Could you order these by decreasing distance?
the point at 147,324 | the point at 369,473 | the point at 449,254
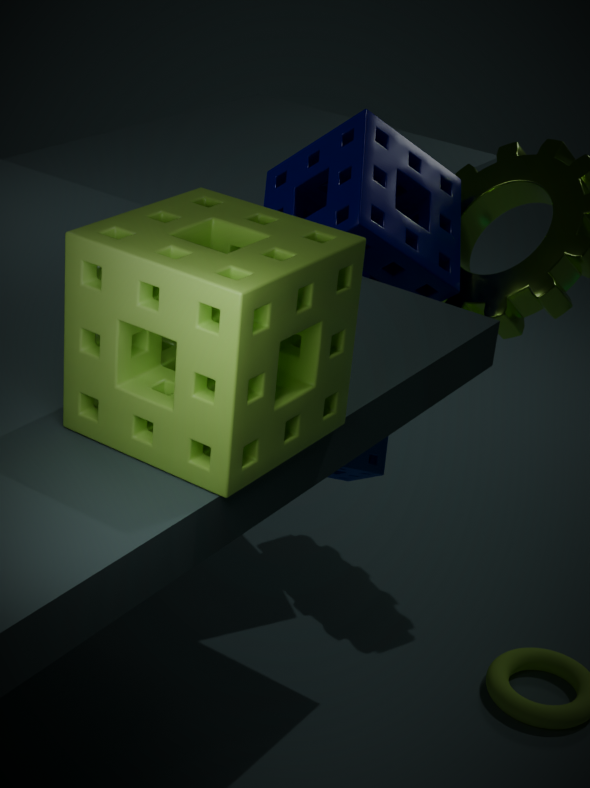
the point at 449,254 → the point at 369,473 → the point at 147,324
